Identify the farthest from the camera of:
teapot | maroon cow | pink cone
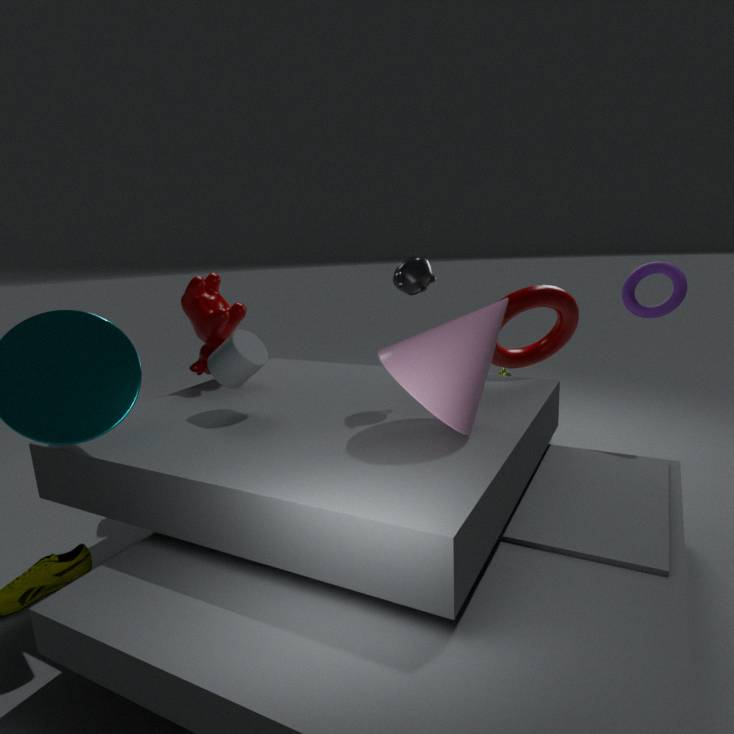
maroon cow
